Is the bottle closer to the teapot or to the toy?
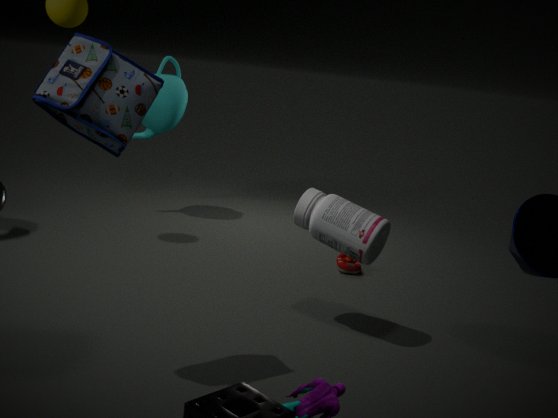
the toy
